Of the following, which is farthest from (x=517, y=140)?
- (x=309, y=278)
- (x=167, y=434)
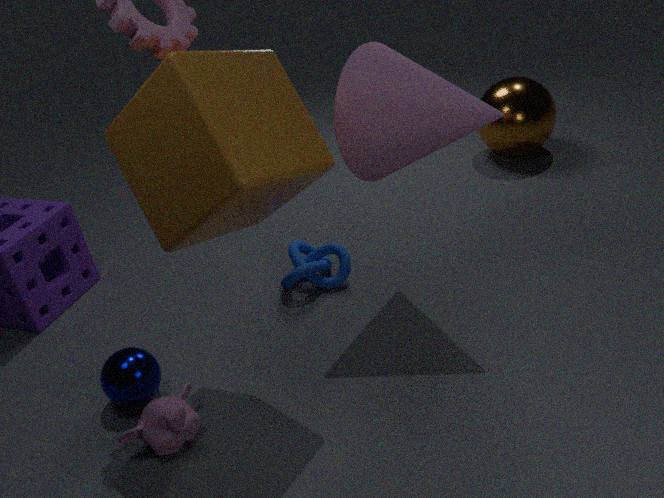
(x=167, y=434)
